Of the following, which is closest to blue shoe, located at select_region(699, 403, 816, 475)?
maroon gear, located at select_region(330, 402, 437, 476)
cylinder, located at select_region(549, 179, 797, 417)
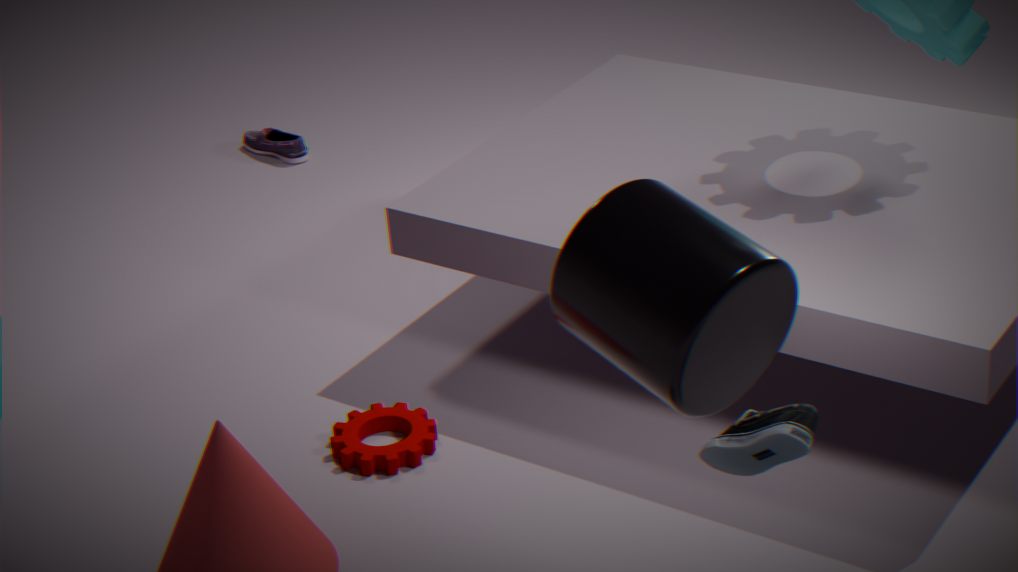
cylinder, located at select_region(549, 179, 797, 417)
